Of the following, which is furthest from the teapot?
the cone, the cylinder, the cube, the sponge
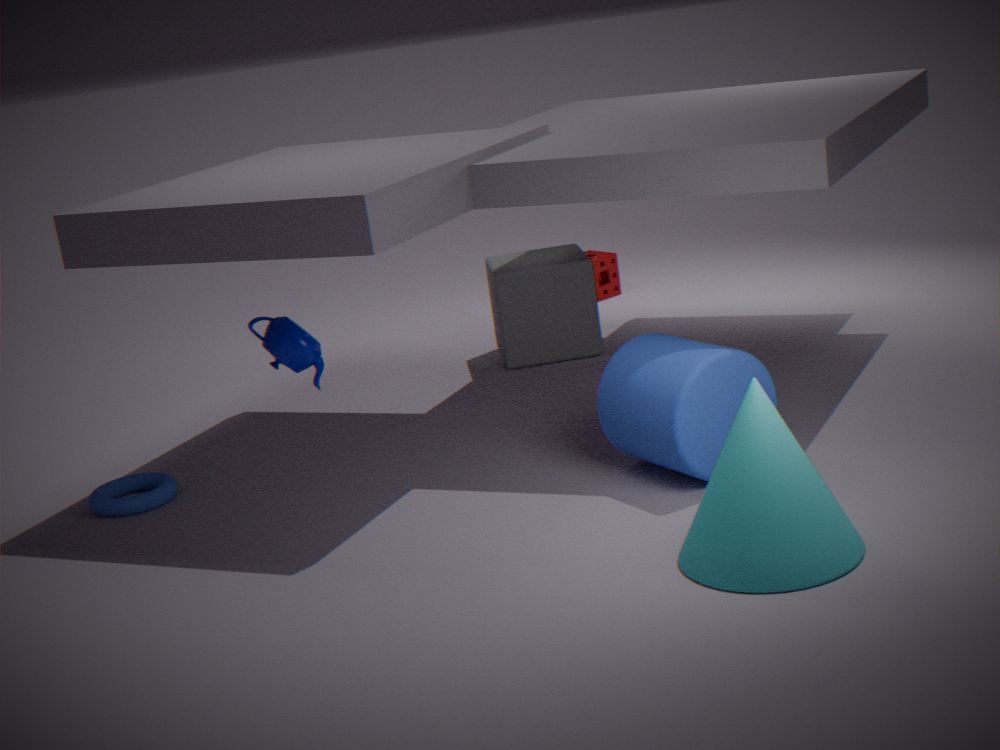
the sponge
